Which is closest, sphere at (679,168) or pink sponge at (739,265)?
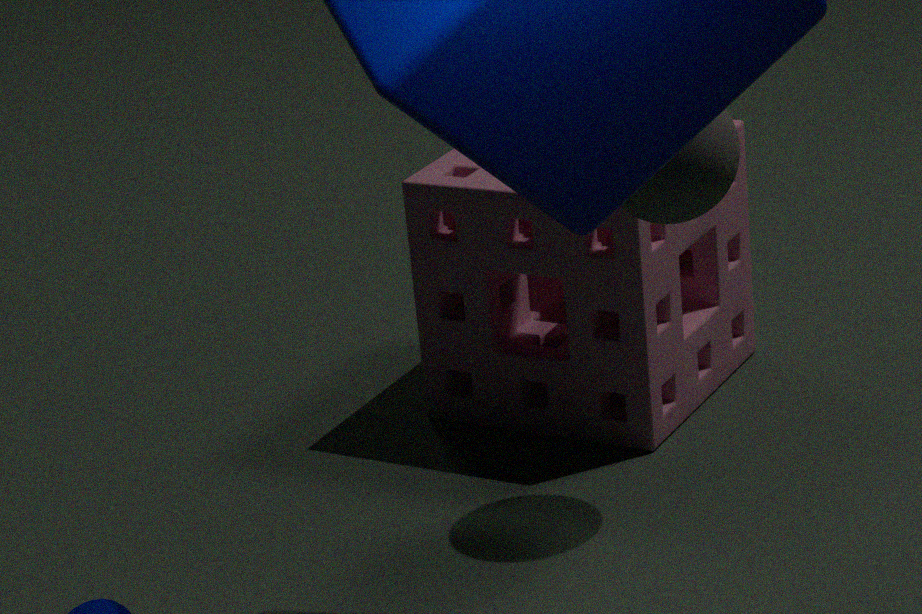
sphere at (679,168)
